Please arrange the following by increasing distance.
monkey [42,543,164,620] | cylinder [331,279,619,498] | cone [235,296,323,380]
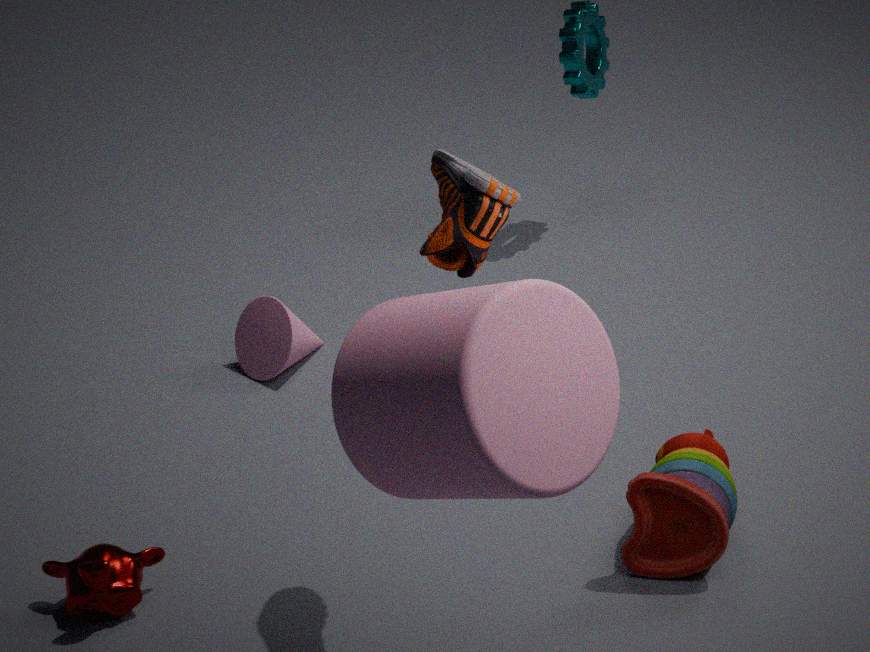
cylinder [331,279,619,498], monkey [42,543,164,620], cone [235,296,323,380]
